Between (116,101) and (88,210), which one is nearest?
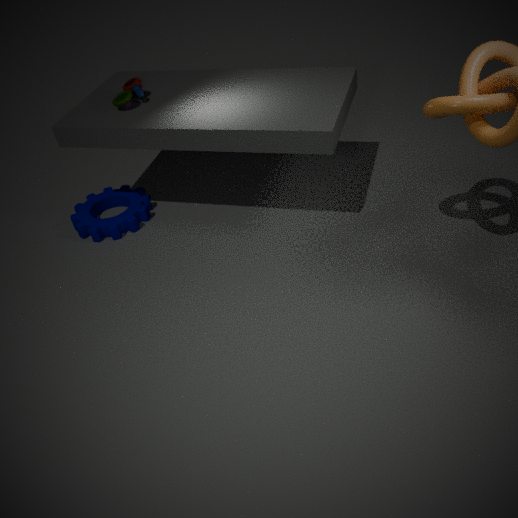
(116,101)
